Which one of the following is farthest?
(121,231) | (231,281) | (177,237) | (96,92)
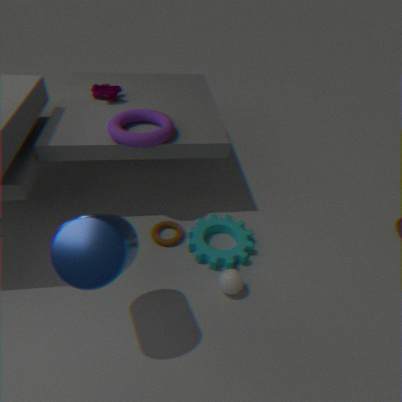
(96,92)
